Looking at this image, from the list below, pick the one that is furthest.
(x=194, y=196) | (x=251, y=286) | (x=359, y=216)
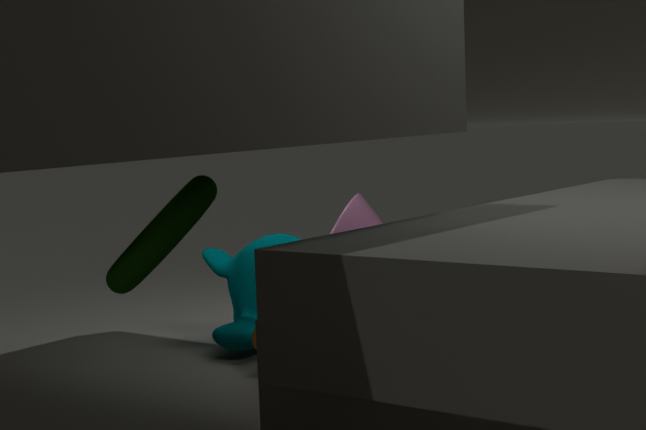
(x=359, y=216)
